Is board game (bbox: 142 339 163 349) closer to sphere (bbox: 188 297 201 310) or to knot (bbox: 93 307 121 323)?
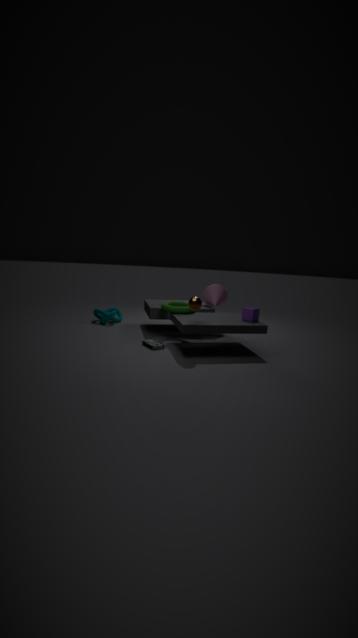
sphere (bbox: 188 297 201 310)
